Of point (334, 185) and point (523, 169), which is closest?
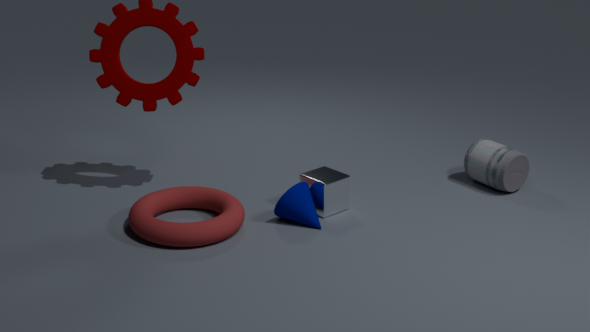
point (334, 185)
